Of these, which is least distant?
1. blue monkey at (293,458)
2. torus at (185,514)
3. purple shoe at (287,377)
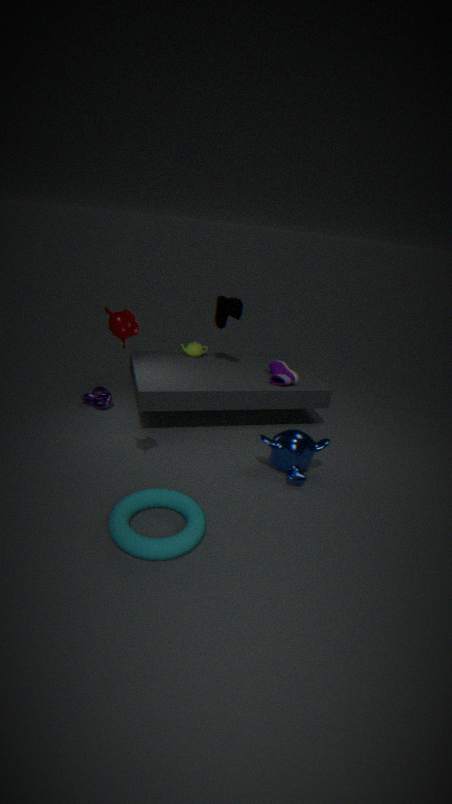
torus at (185,514)
